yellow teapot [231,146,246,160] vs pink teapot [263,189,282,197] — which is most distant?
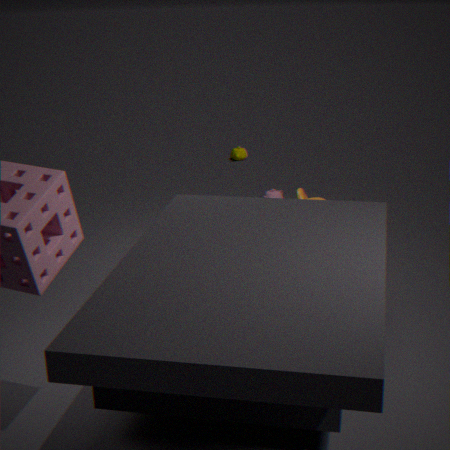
yellow teapot [231,146,246,160]
